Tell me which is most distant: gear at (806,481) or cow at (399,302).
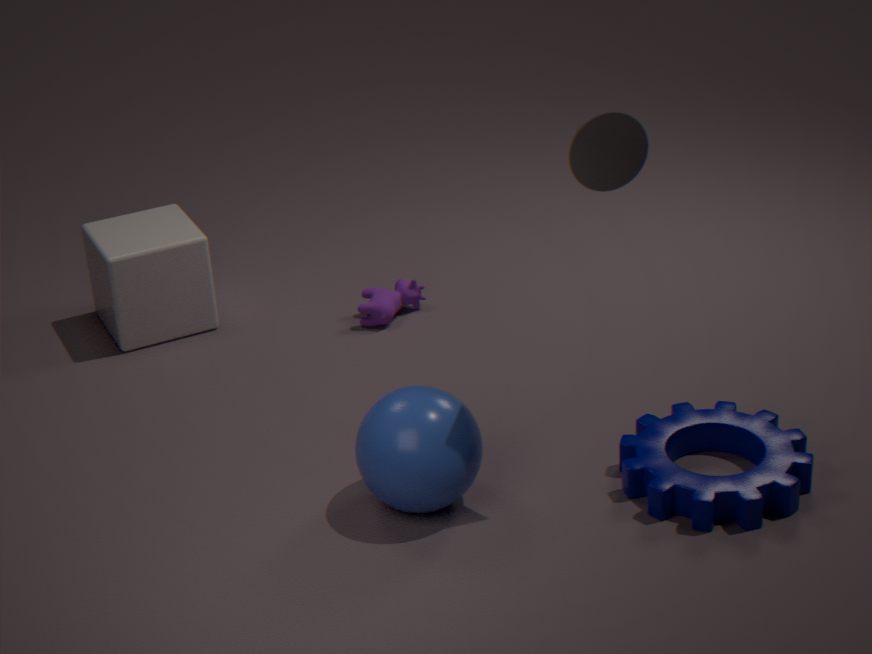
cow at (399,302)
